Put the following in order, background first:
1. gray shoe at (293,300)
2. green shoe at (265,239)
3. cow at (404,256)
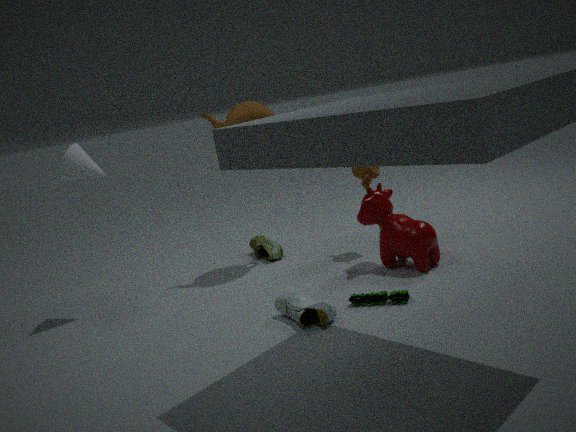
green shoe at (265,239), cow at (404,256), gray shoe at (293,300)
